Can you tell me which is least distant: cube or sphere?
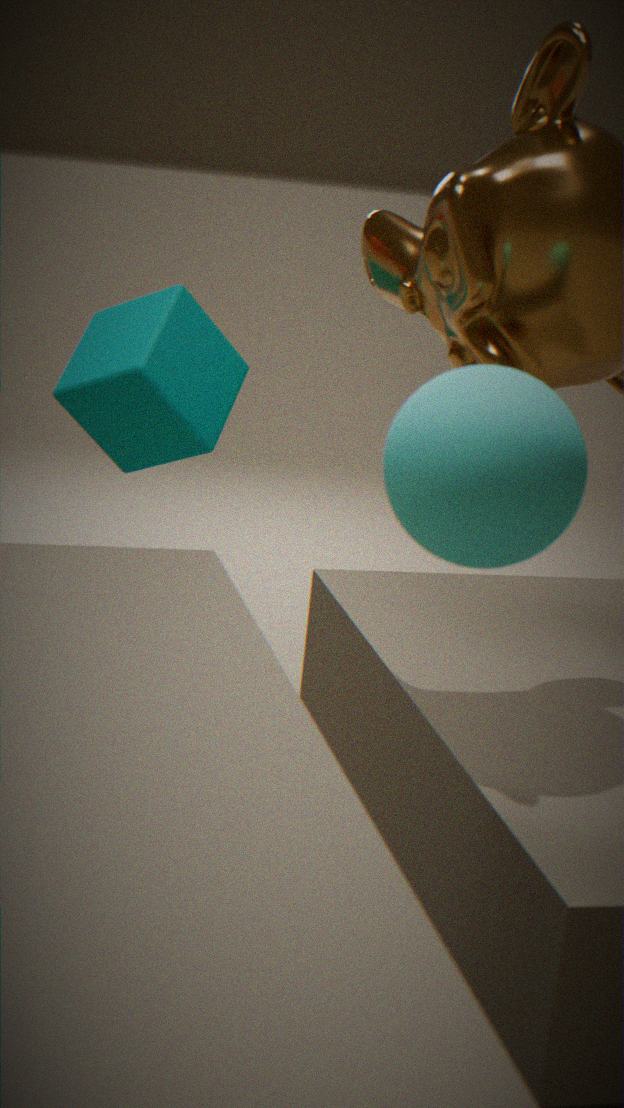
sphere
